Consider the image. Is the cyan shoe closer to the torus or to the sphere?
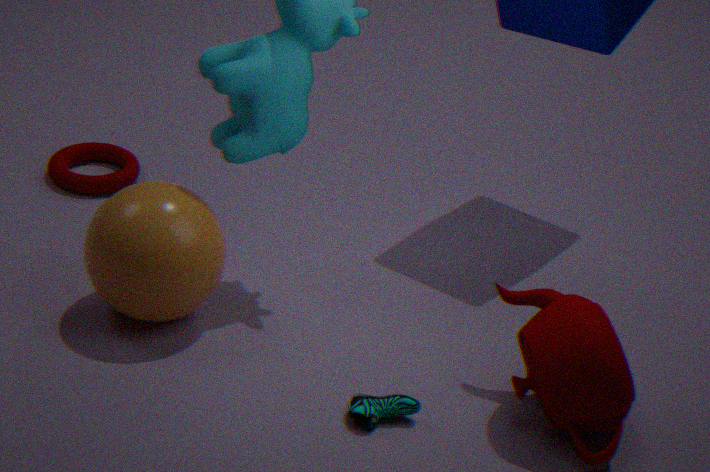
the sphere
